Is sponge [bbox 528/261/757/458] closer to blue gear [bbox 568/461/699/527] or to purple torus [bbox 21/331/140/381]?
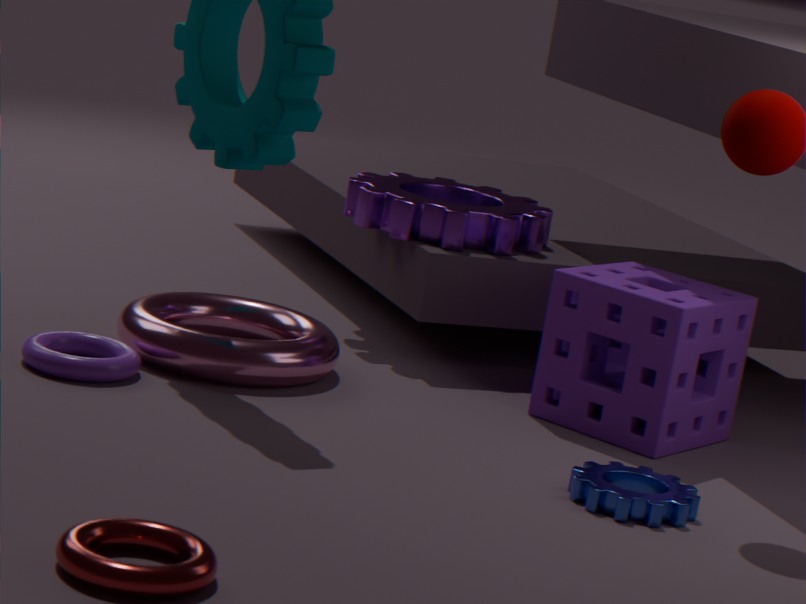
blue gear [bbox 568/461/699/527]
